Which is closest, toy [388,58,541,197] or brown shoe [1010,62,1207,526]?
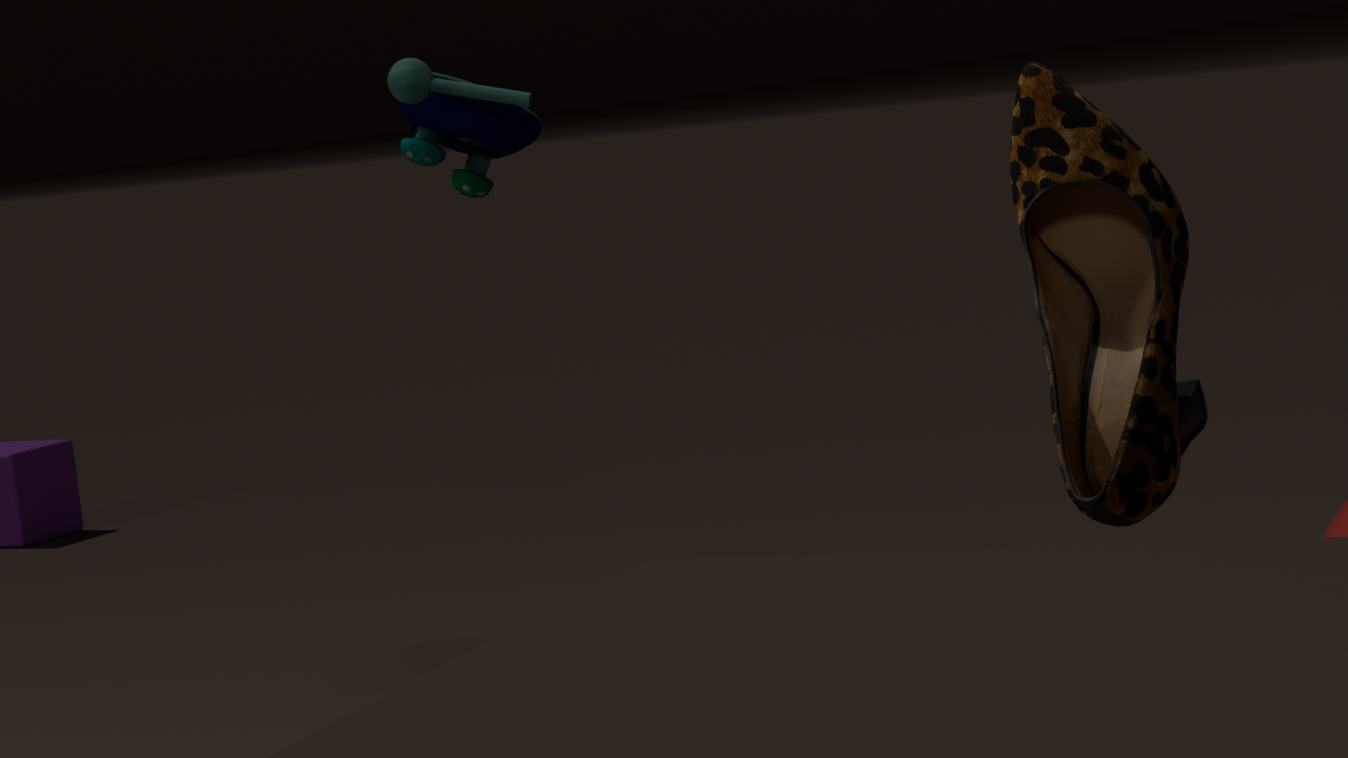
brown shoe [1010,62,1207,526]
